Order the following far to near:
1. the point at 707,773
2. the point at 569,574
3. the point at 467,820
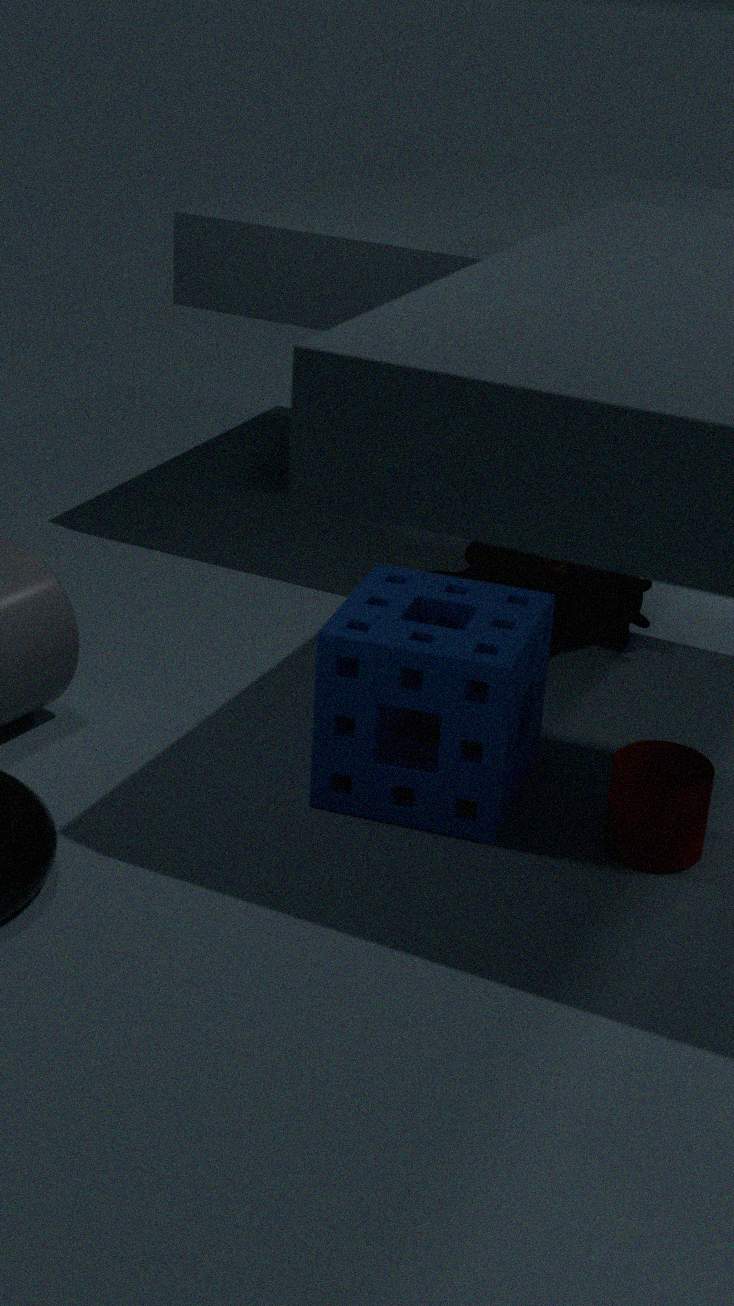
1. the point at 569,574
2. the point at 467,820
3. the point at 707,773
